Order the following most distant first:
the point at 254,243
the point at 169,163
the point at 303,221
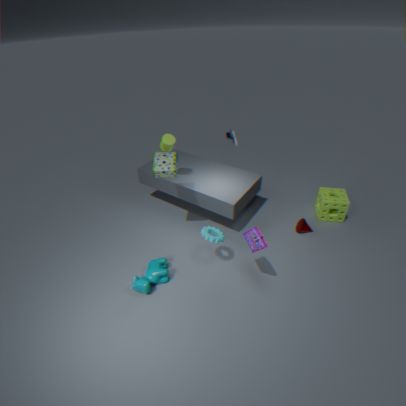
the point at 303,221
the point at 169,163
the point at 254,243
